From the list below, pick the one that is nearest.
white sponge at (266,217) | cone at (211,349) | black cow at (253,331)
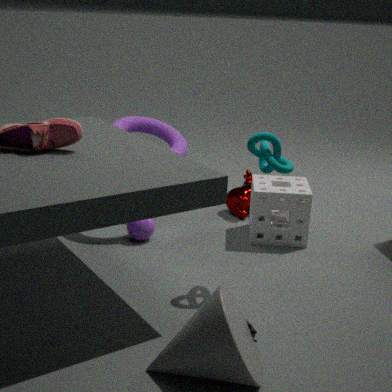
cone at (211,349)
